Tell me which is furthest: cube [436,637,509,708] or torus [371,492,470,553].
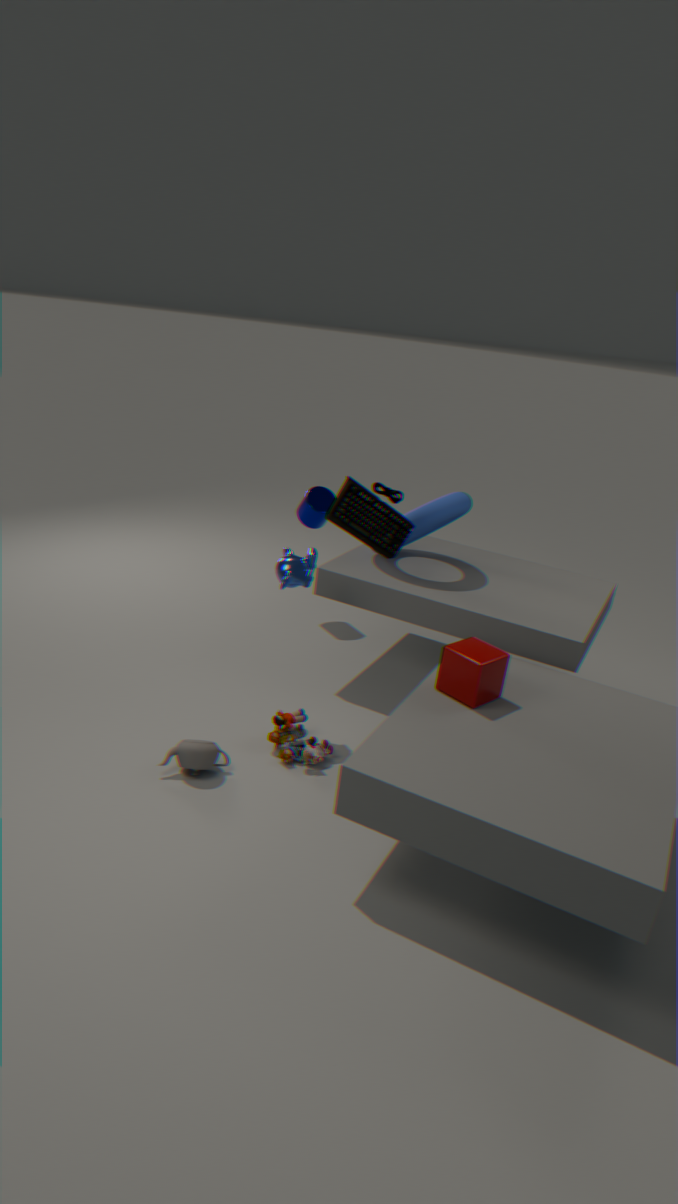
torus [371,492,470,553]
